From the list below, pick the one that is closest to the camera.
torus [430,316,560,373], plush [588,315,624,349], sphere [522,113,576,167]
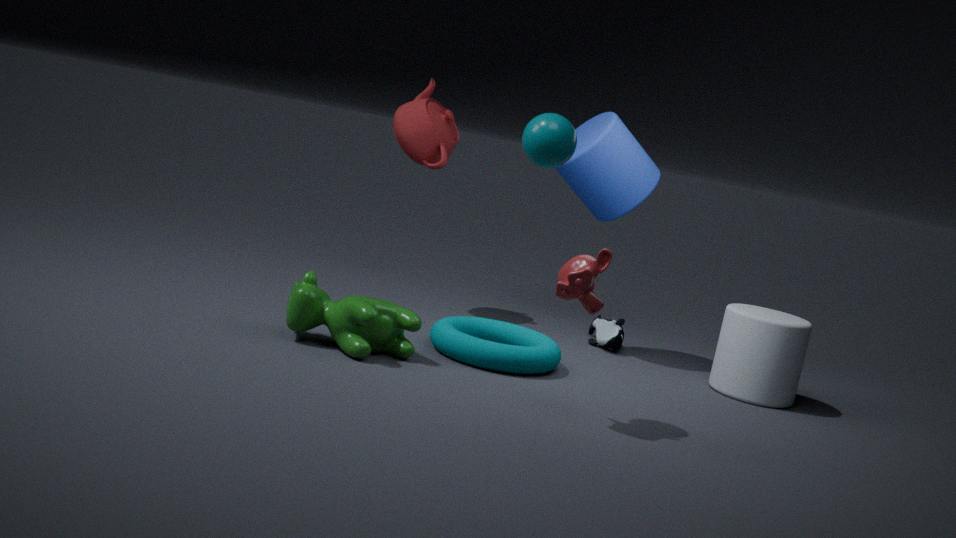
sphere [522,113,576,167]
